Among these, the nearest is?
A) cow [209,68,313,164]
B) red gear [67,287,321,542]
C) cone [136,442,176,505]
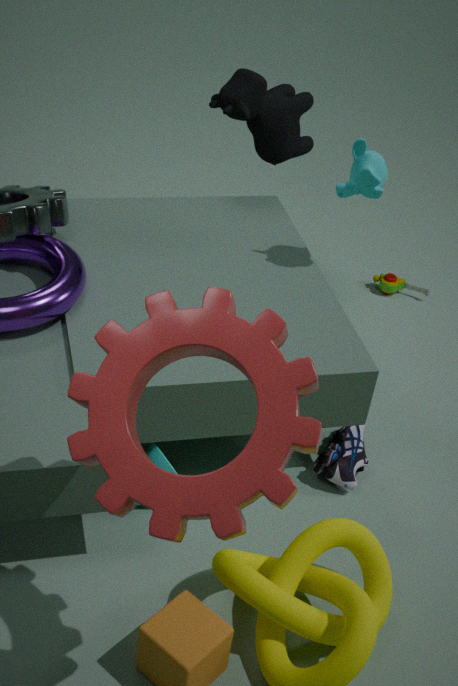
red gear [67,287,321,542]
